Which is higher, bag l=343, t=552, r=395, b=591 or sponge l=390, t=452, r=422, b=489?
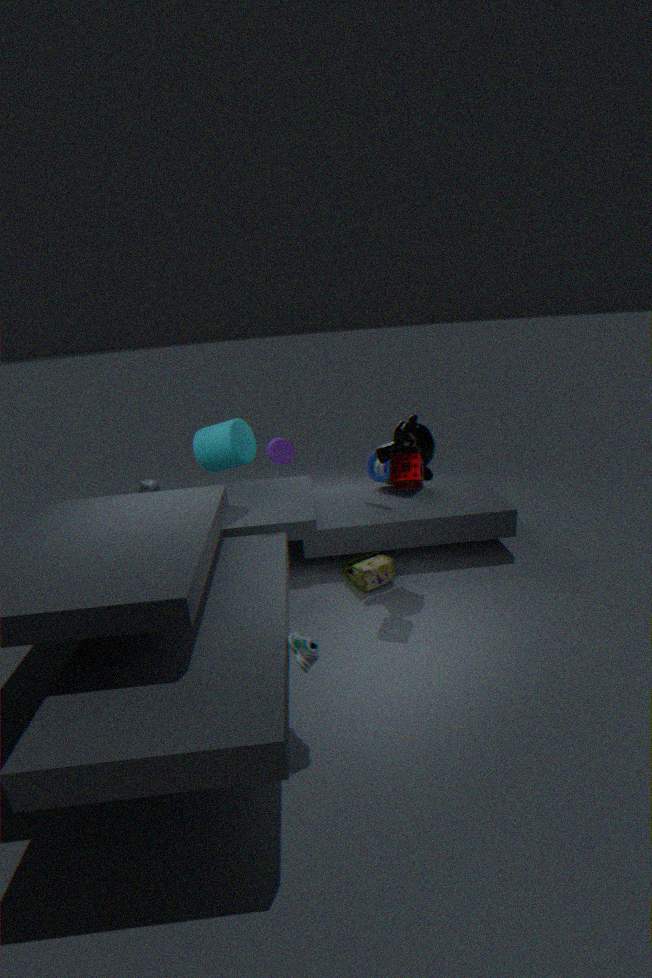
sponge l=390, t=452, r=422, b=489
